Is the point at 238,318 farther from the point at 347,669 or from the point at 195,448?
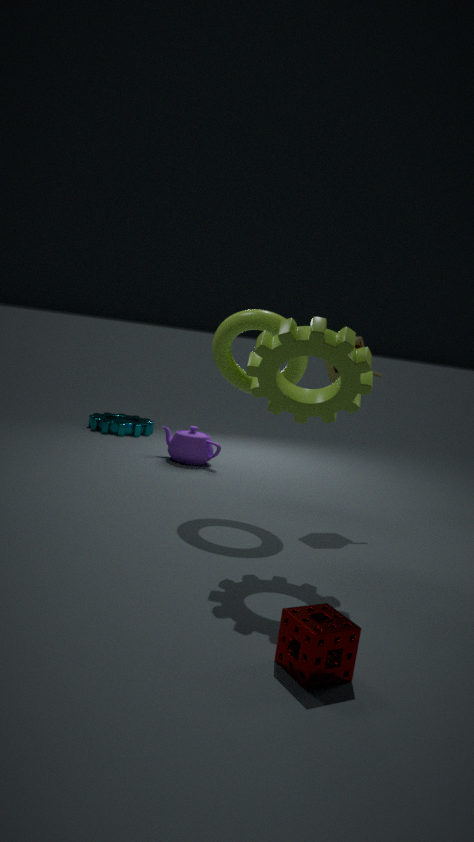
the point at 347,669
